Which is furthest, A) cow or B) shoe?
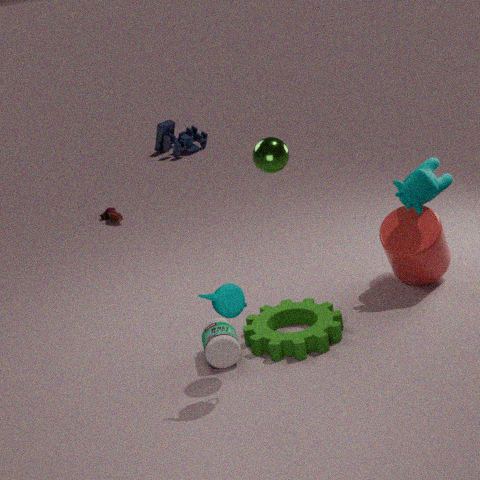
B. shoe
